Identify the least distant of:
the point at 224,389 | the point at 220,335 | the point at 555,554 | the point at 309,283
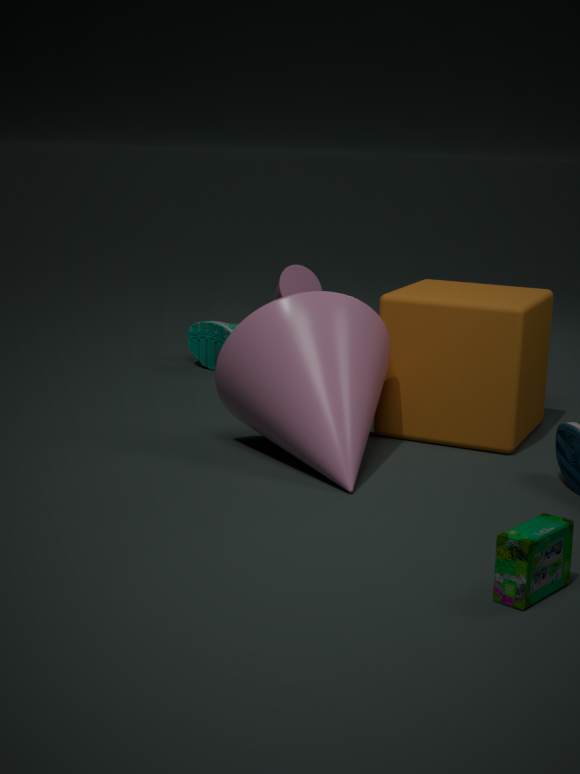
the point at 555,554
